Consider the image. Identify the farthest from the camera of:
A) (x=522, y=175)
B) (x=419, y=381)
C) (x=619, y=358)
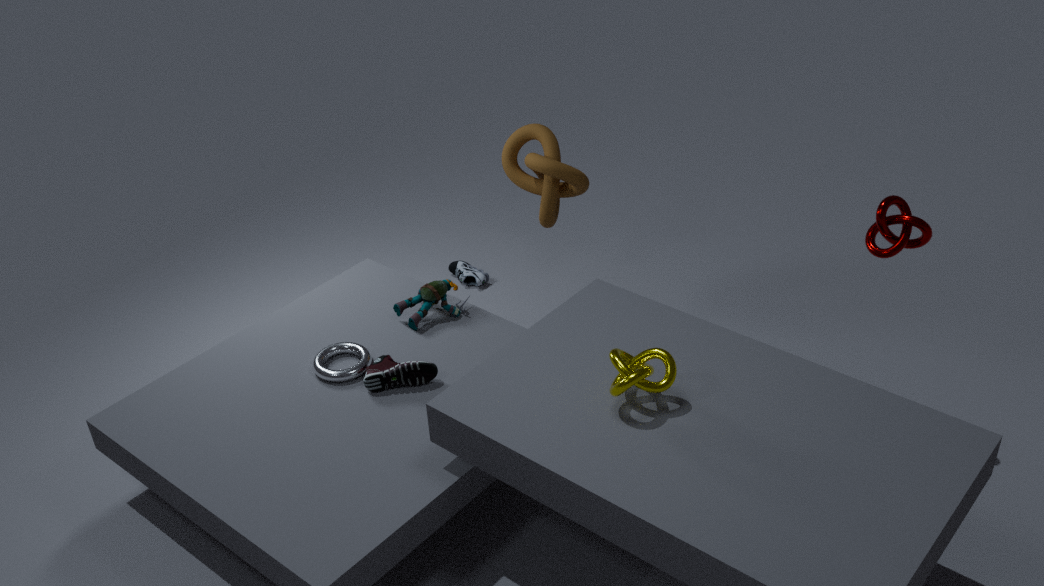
(x=522, y=175)
